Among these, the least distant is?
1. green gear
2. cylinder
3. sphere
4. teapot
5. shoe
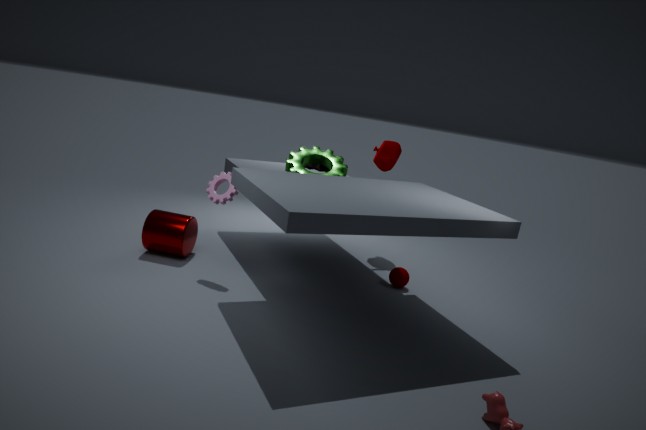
cylinder
